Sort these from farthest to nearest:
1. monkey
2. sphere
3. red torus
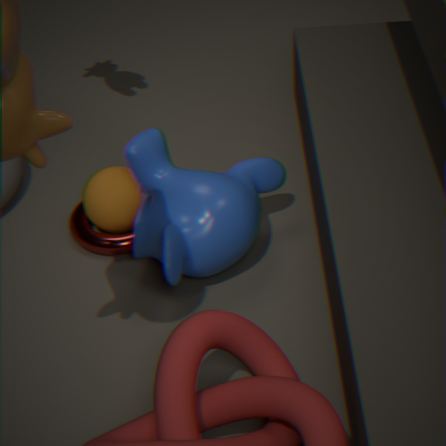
red torus → sphere → monkey
